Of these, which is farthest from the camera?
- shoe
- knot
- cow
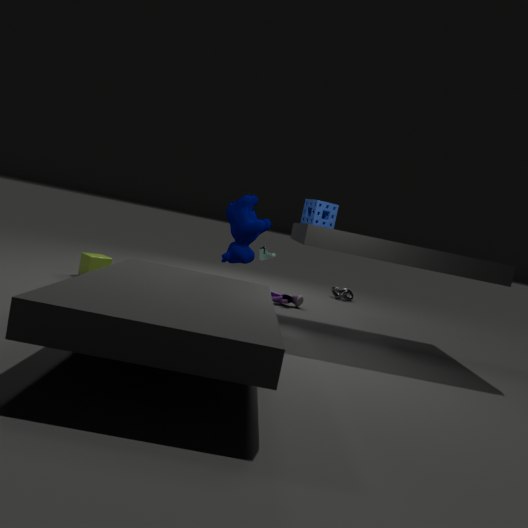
knot
